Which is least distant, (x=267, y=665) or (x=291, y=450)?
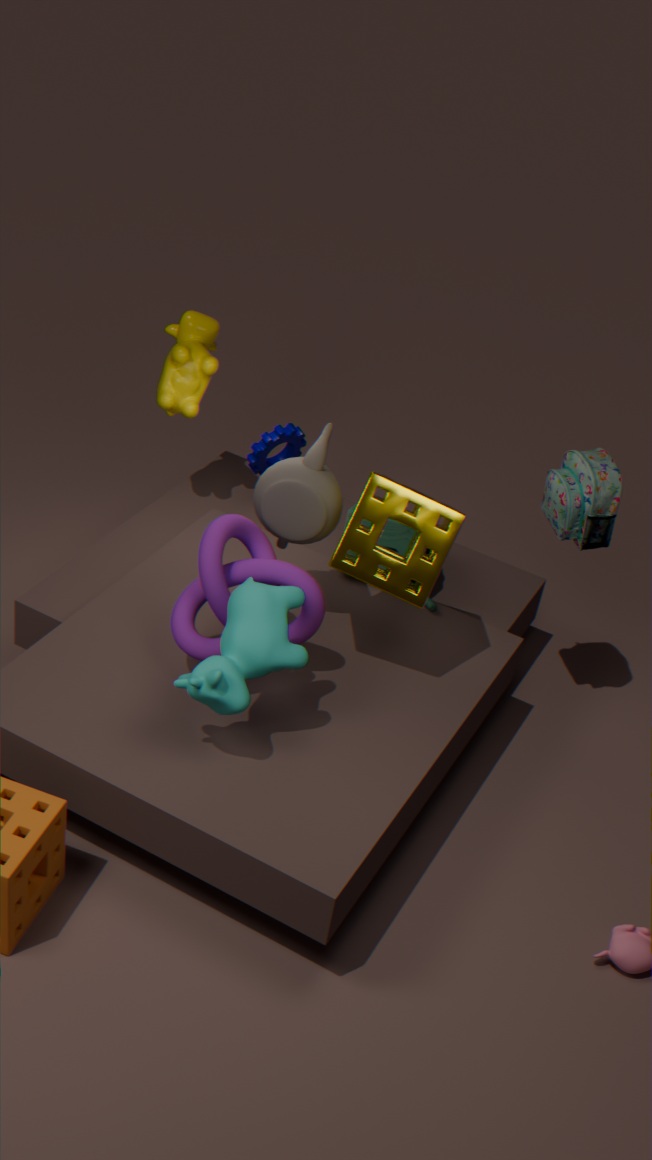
(x=267, y=665)
